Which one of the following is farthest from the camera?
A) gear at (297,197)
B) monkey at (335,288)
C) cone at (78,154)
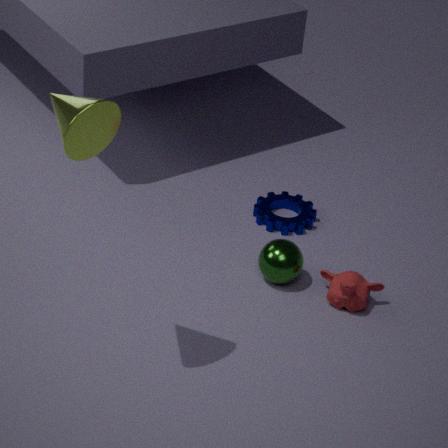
gear at (297,197)
